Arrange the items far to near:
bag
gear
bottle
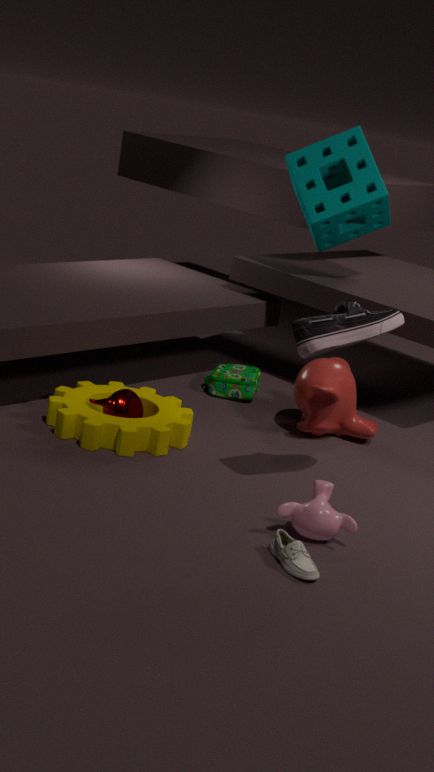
bag → gear → bottle
